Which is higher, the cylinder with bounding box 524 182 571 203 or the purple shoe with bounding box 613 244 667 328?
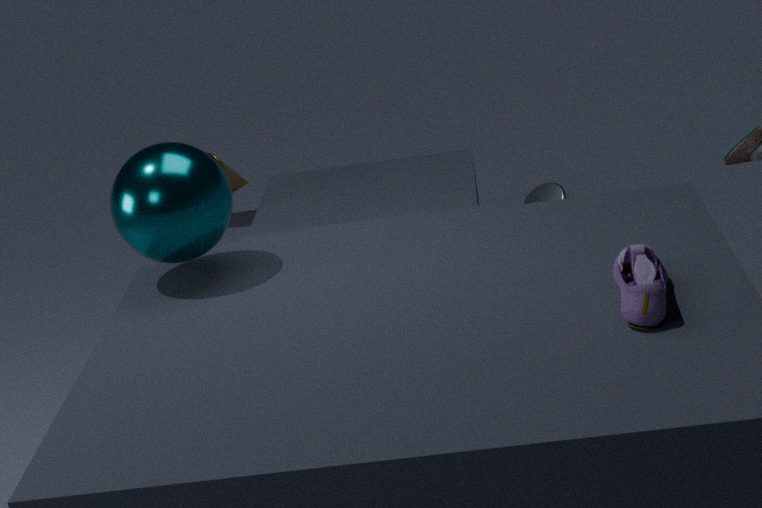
the purple shoe with bounding box 613 244 667 328
